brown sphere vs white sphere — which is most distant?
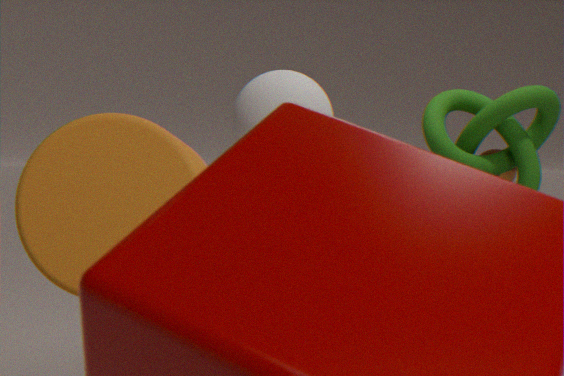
brown sphere
